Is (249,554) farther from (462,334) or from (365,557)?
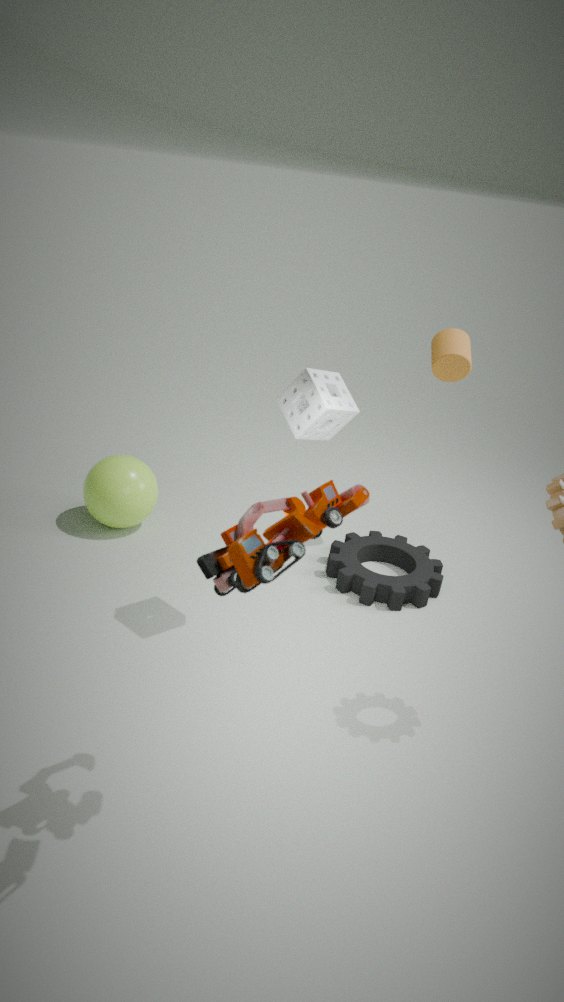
(462,334)
